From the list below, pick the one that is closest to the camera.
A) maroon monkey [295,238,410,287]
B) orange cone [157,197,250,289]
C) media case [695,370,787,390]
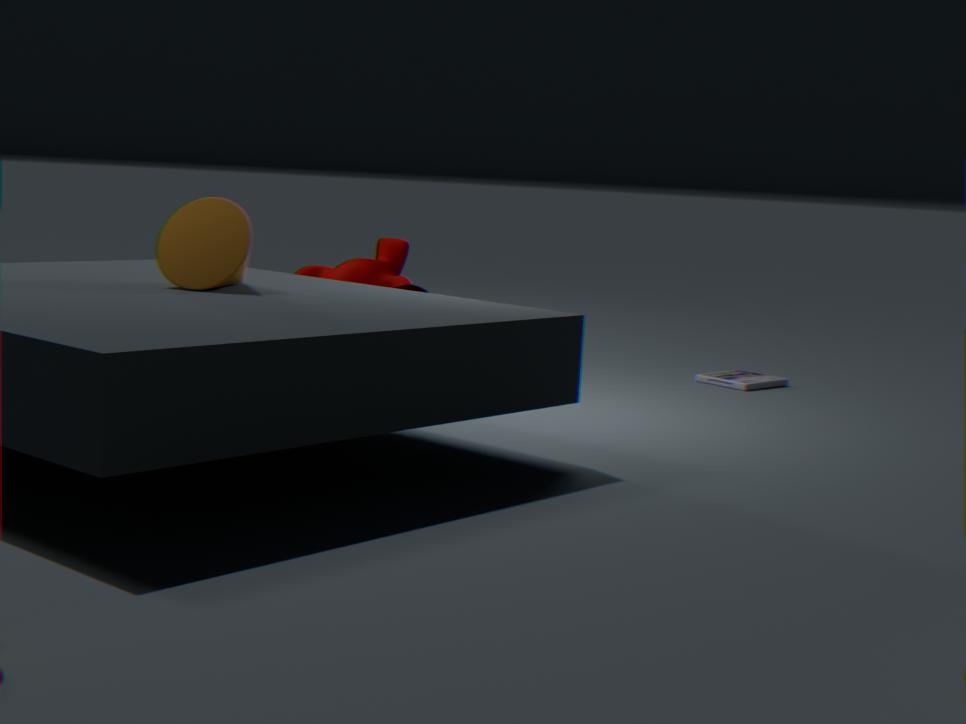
orange cone [157,197,250,289]
